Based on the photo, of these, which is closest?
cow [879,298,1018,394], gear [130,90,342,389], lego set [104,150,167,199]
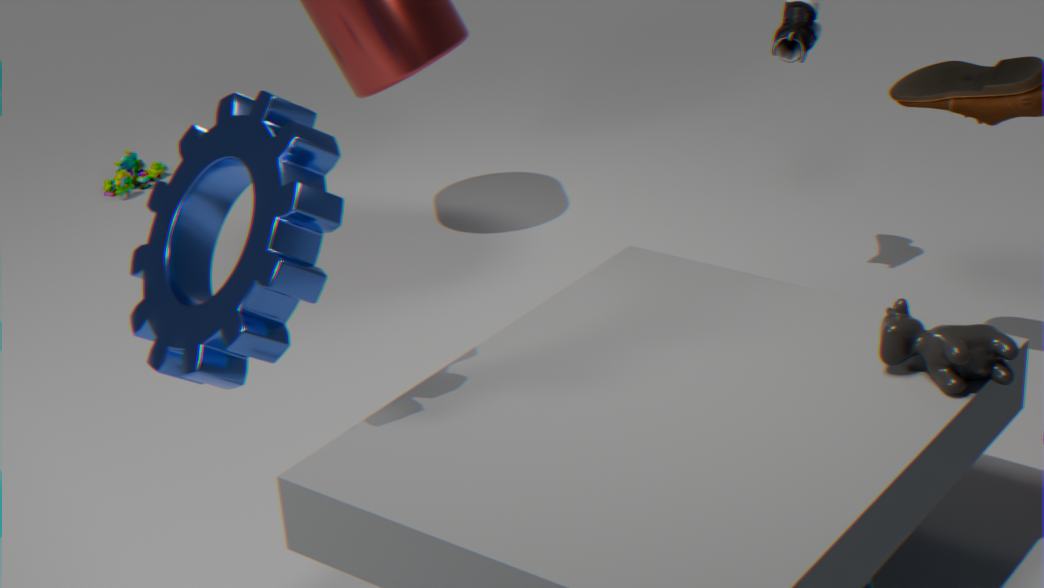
gear [130,90,342,389]
